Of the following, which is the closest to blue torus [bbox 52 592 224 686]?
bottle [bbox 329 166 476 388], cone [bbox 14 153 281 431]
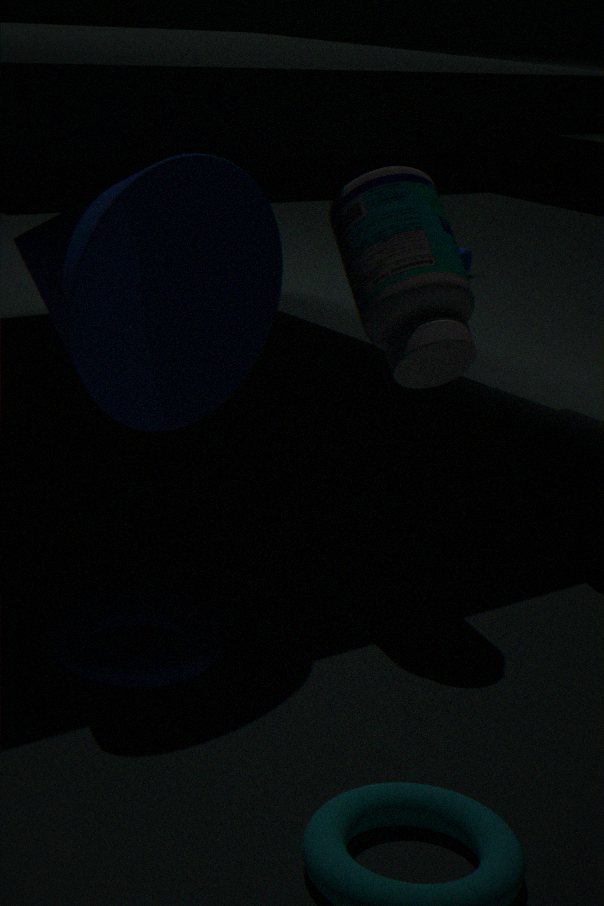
cone [bbox 14 153 281 431]
